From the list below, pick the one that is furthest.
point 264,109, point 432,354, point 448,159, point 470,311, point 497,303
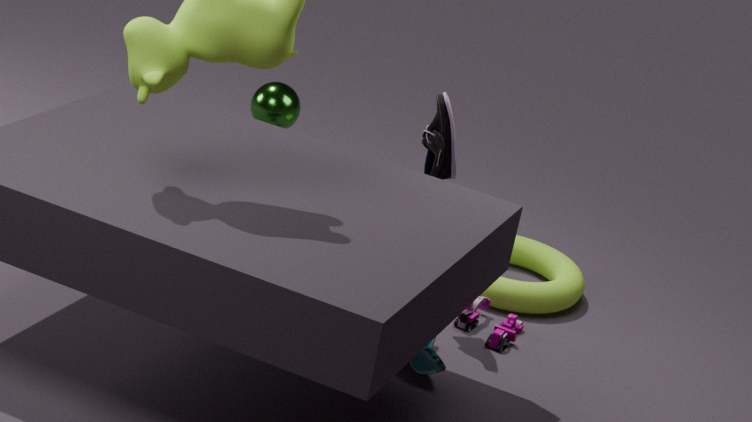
point 264,109
